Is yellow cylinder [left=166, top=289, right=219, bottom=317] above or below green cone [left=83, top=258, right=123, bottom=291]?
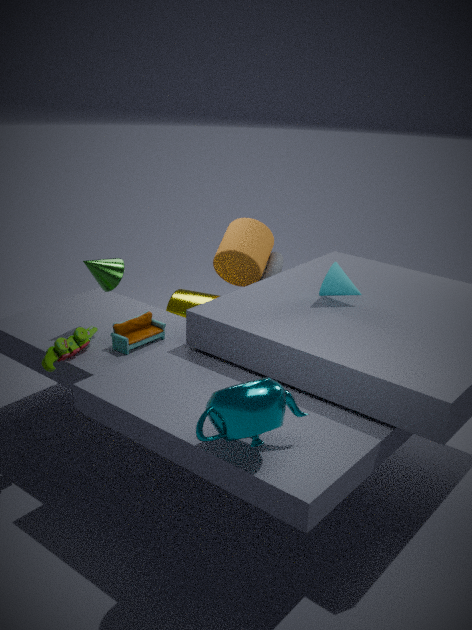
below
